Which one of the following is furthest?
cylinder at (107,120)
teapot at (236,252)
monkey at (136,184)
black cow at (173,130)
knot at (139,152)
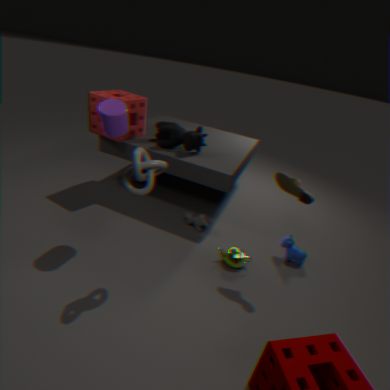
monkey at (136,184)
